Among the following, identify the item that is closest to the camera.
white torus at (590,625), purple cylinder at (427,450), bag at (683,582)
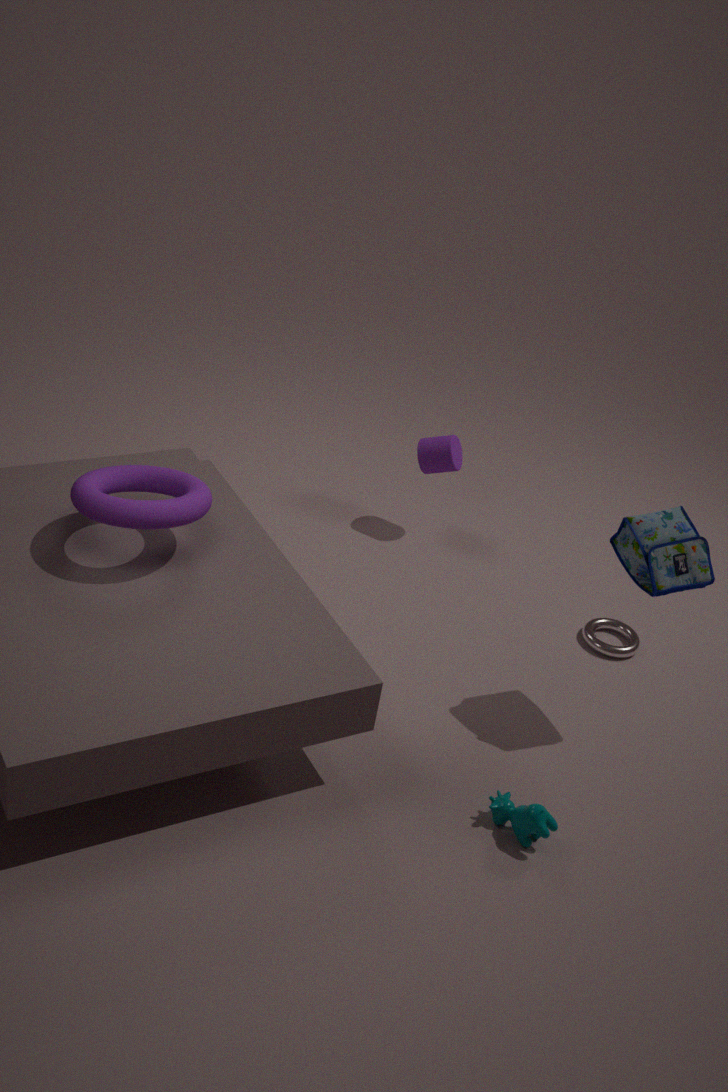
bag at (683,582)
